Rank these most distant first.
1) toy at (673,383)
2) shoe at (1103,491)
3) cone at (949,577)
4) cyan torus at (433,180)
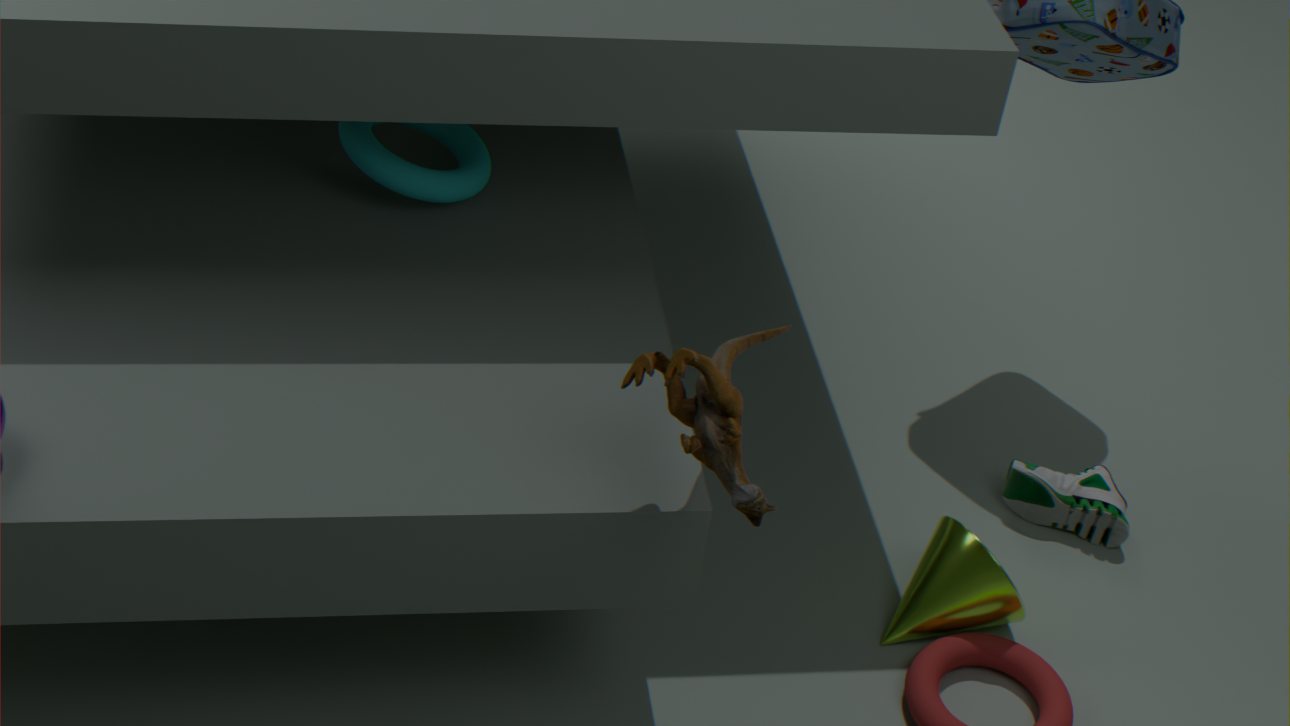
2. shoe at (1103,491) → 4. cyan torus at (433,180) → 3. cone at (949,577) → 1. toy at (673,383)
